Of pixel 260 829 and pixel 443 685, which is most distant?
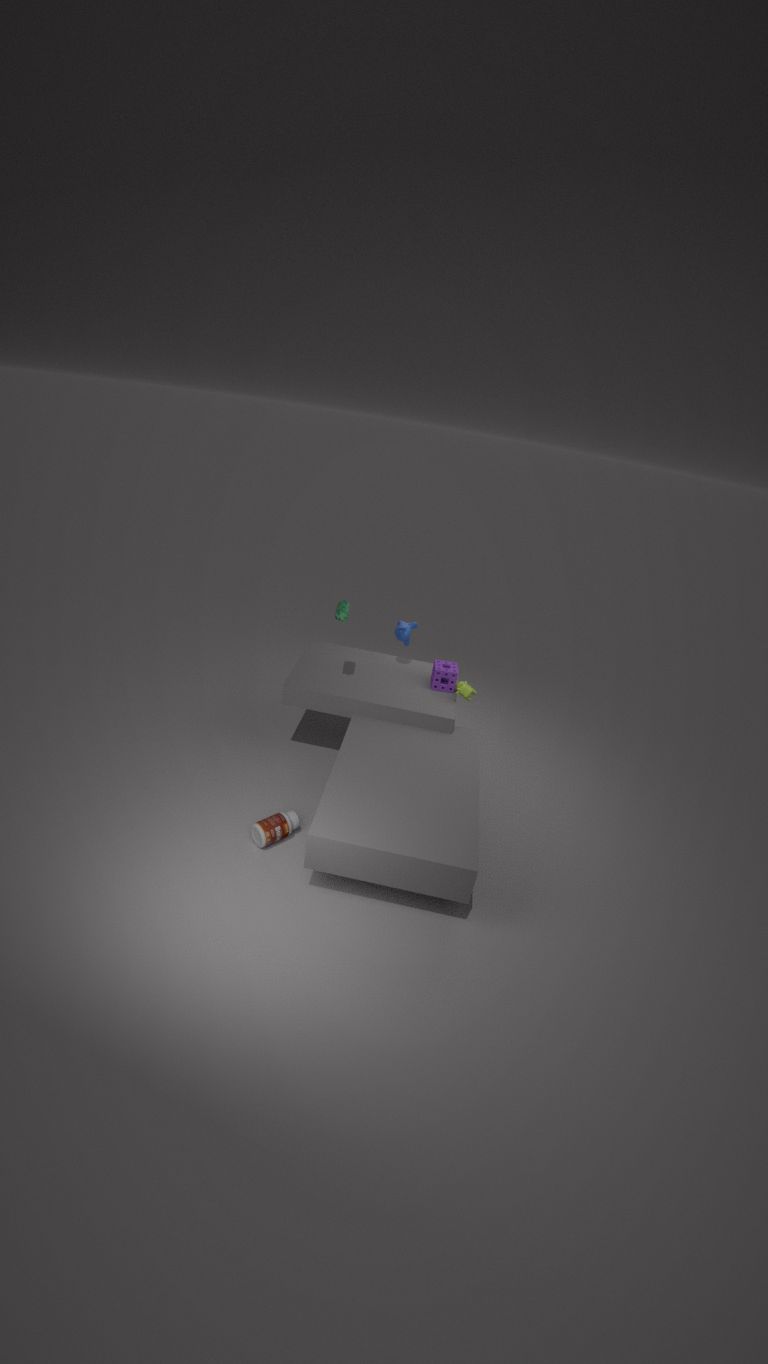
pixel 443 685
